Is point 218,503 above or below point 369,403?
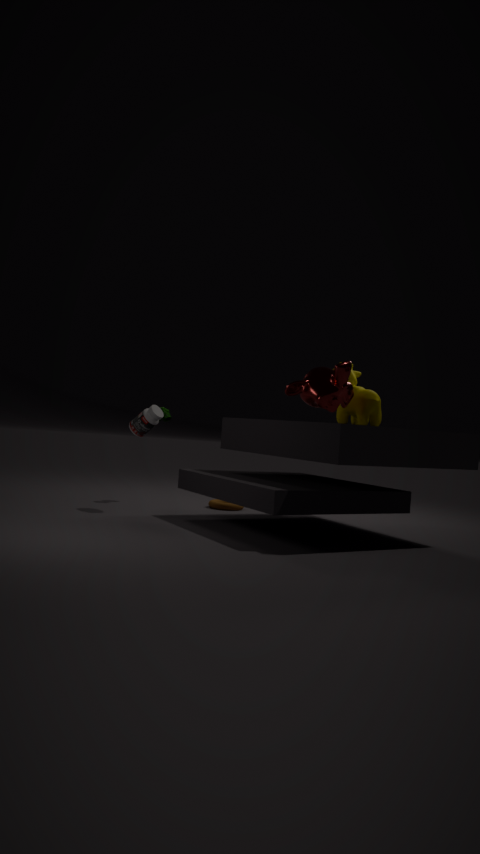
below
